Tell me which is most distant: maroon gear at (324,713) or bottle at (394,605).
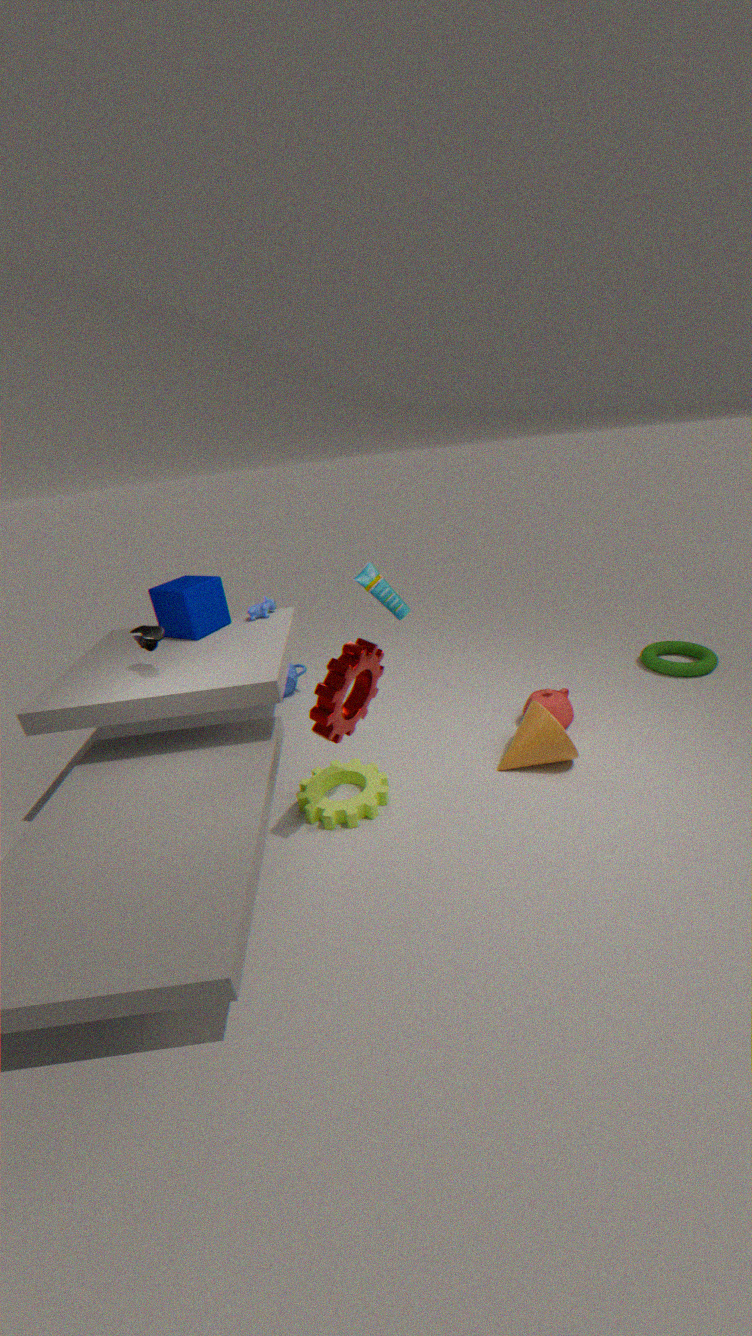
bottle at (394,605)
